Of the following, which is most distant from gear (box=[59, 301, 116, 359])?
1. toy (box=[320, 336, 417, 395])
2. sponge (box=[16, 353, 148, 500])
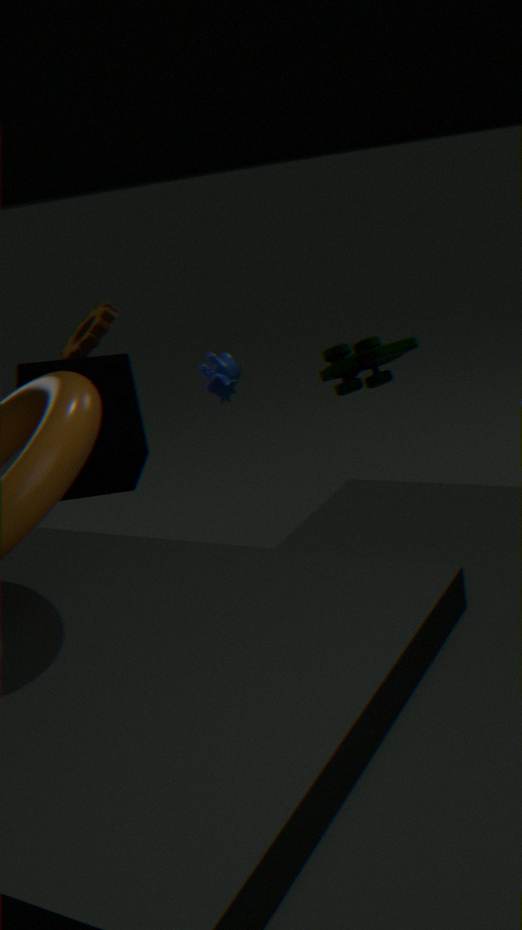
toy (box=[320, 336, 417, 395])
